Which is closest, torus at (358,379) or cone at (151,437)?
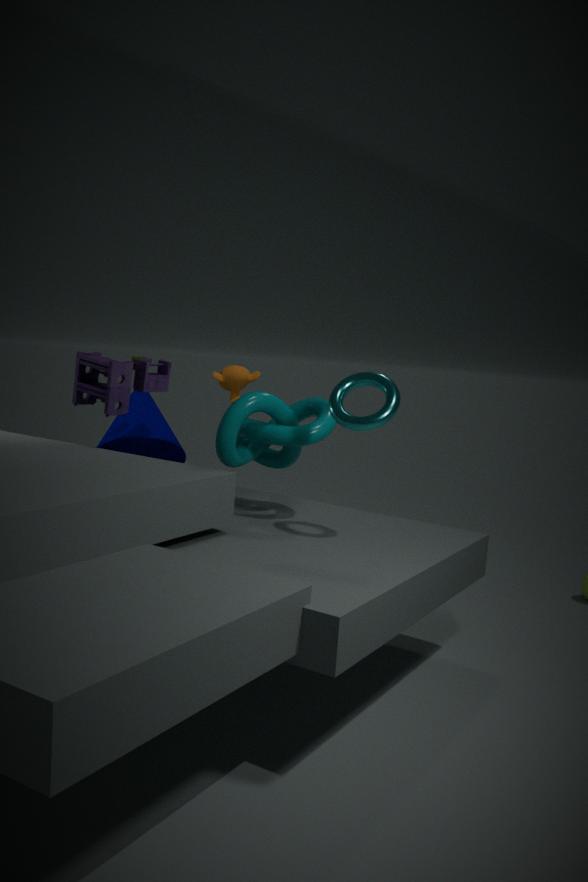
torus at (358,379)
